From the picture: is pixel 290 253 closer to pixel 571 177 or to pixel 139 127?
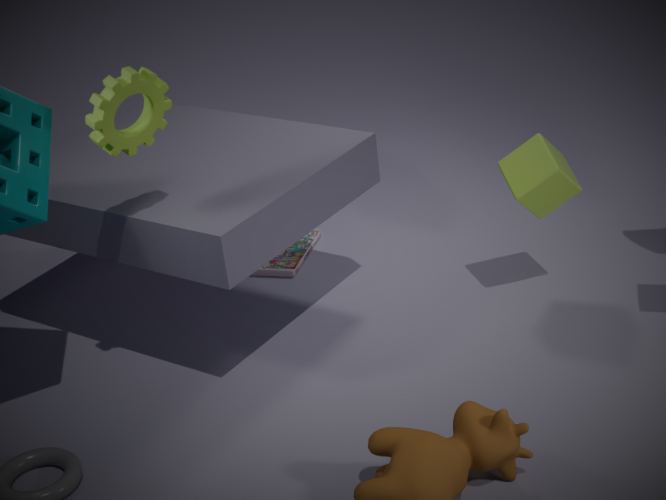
pixel 571 177
